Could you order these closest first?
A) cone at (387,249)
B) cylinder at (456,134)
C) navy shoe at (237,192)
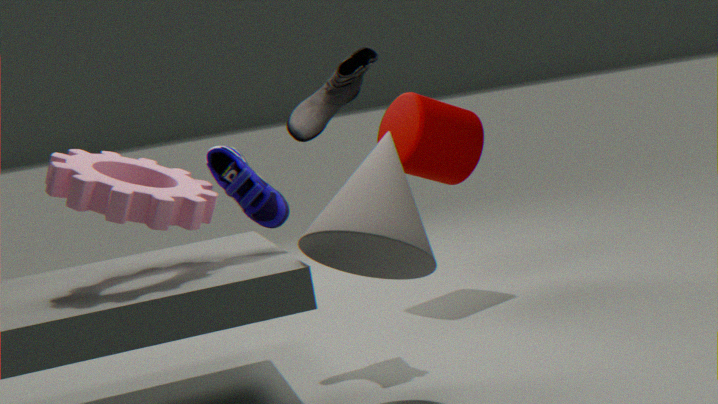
→ cone at (387,249) → navy shoe at (237,192) → cylinder at (456,134)
